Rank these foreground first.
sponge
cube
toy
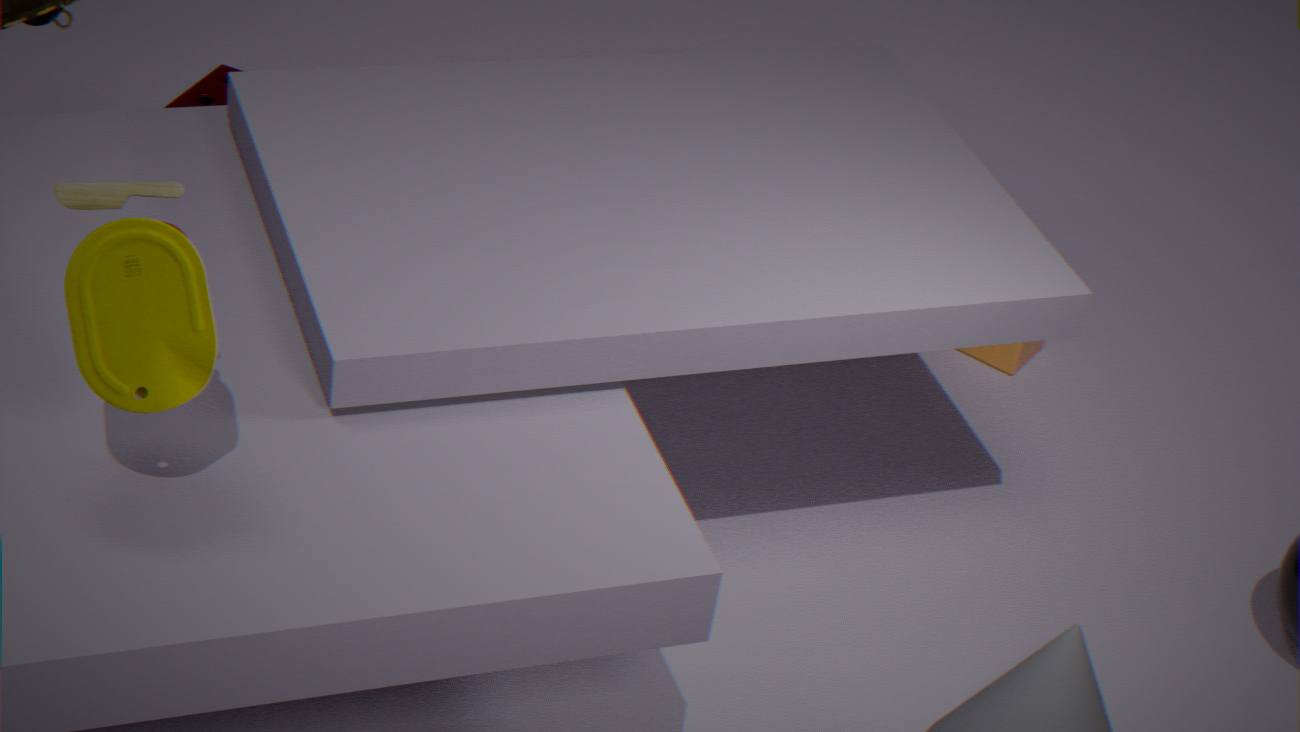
toy → sponge → cube
